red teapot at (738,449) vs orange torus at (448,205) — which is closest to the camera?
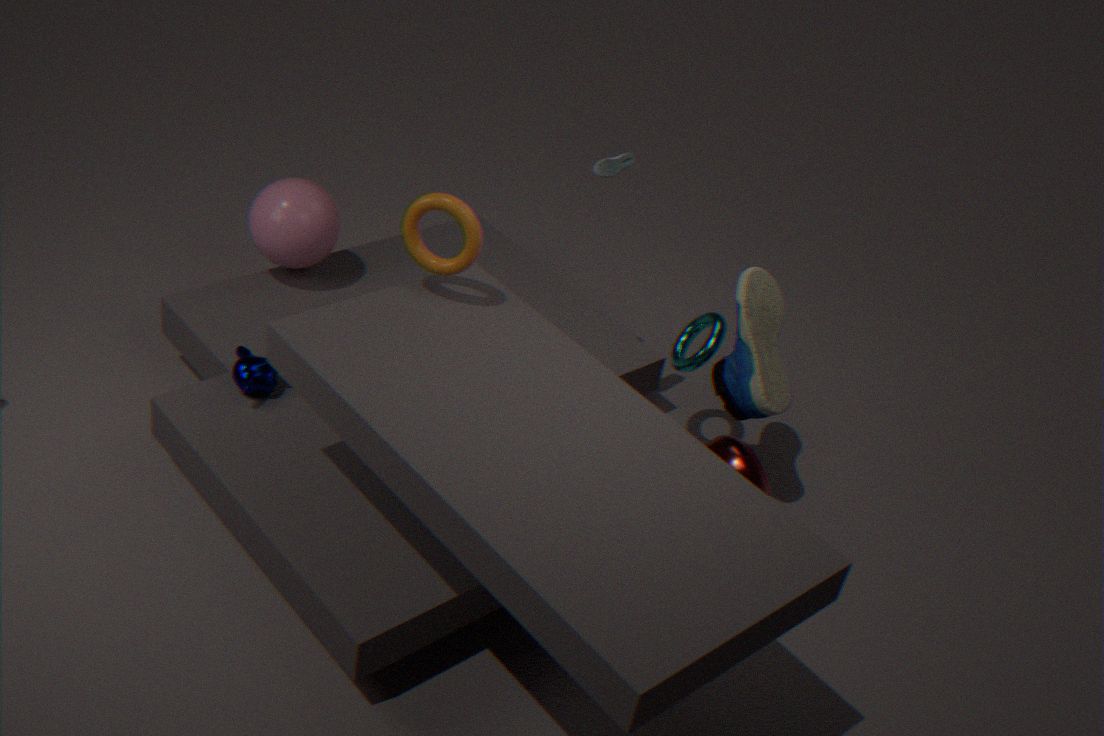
orange torus at (448,205)
